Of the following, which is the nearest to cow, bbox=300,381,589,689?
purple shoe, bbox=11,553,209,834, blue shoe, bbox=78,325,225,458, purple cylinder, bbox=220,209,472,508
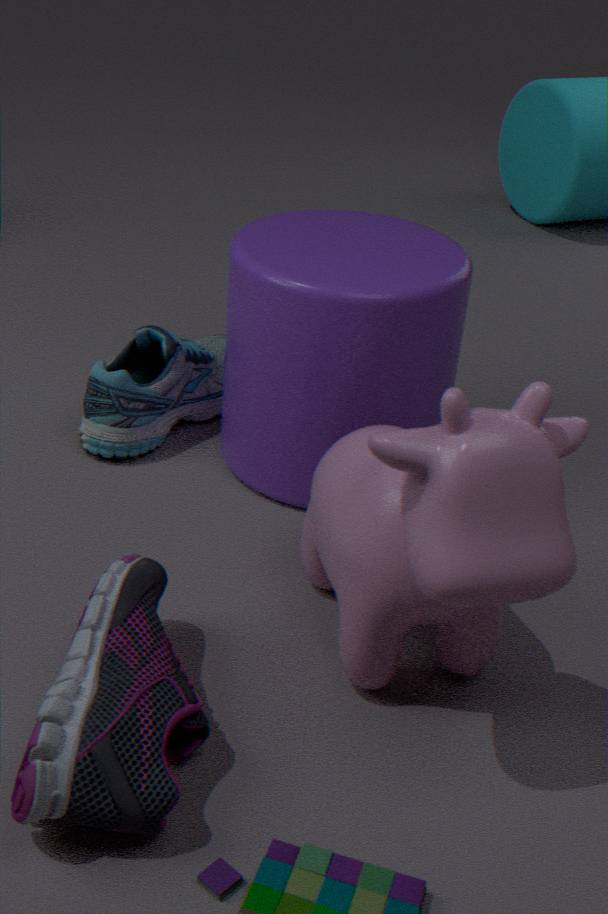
purple cylinder, bbox=220,209,472,508
